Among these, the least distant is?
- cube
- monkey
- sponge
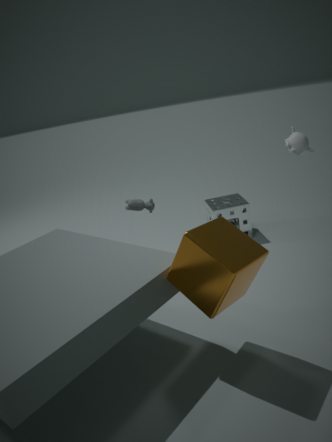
cube
